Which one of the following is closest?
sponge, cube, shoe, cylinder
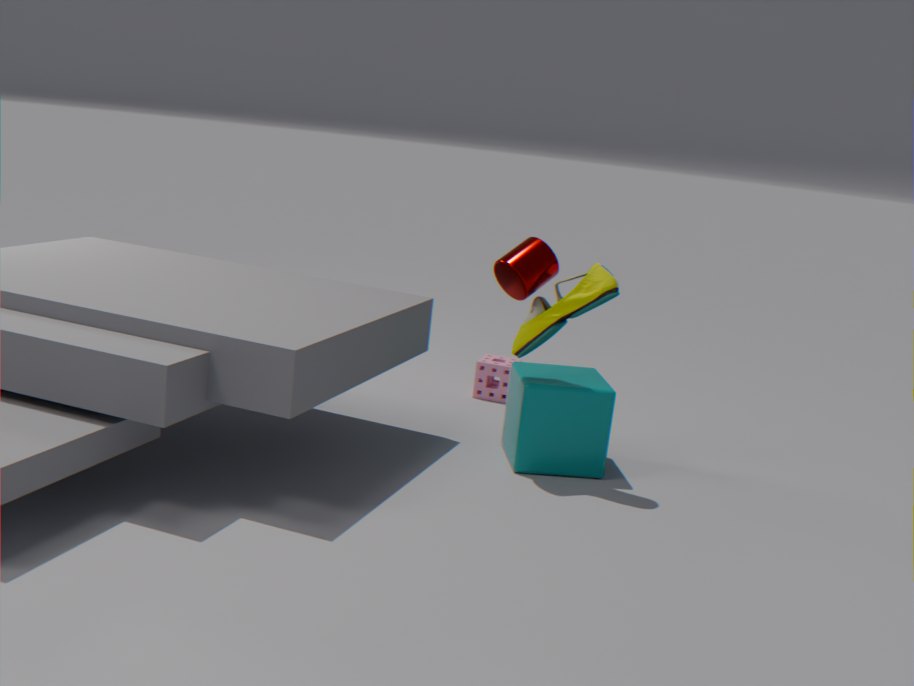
shoe
